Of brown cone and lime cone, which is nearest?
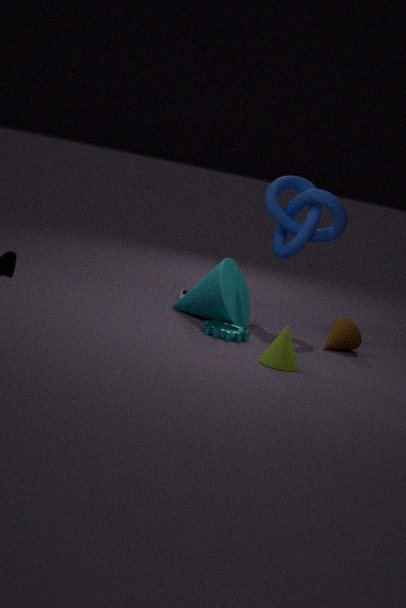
lime cone
